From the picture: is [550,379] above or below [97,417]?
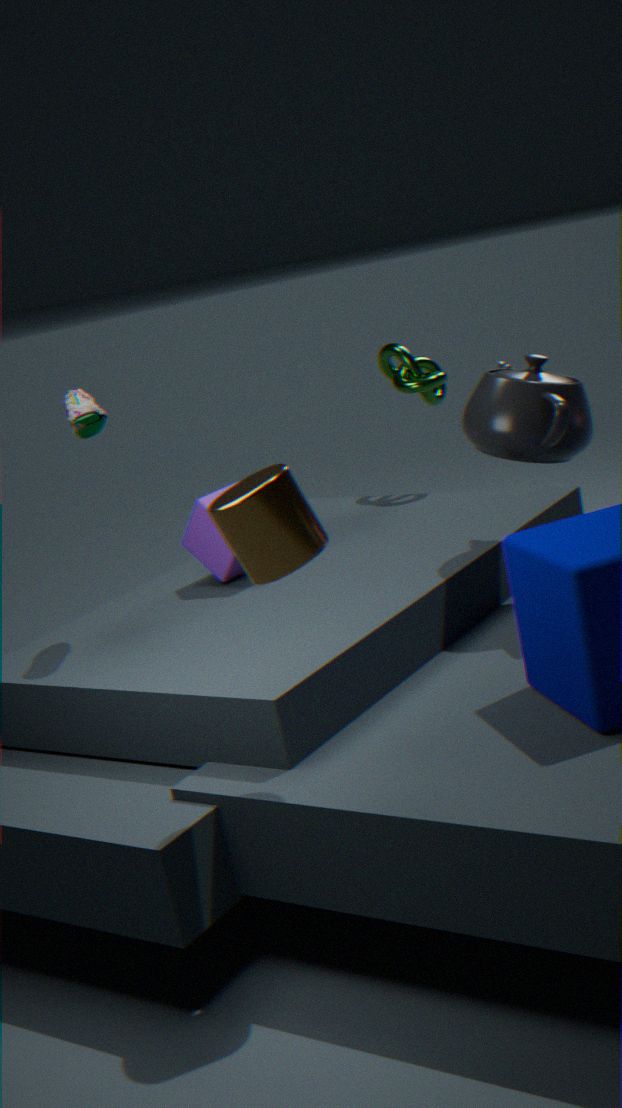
below
